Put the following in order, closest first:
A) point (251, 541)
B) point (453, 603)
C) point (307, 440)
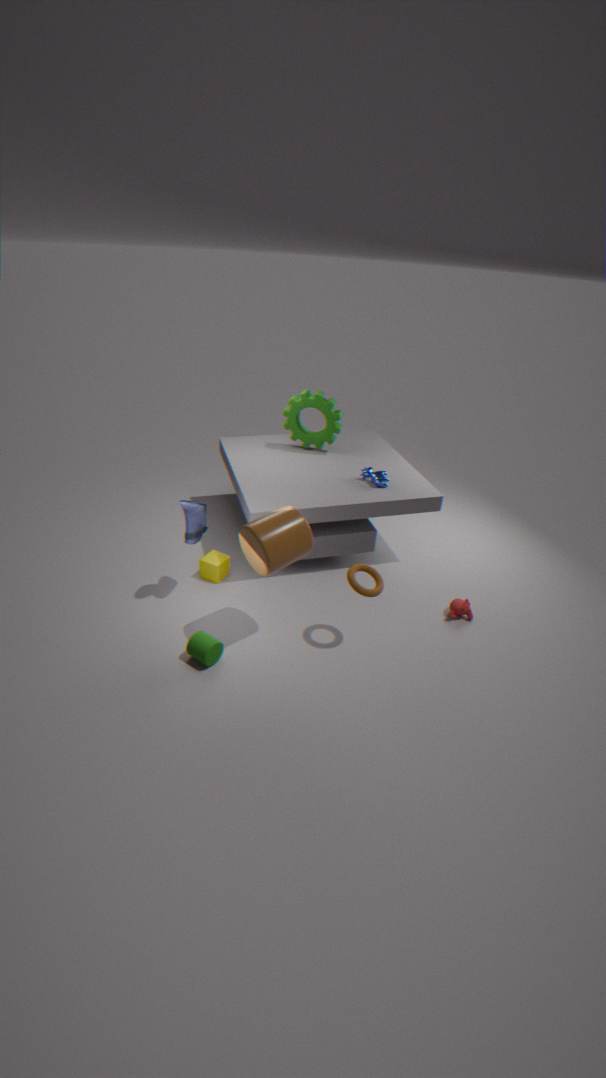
point (251, 541) < point (453, 603) < point (307, 440)
